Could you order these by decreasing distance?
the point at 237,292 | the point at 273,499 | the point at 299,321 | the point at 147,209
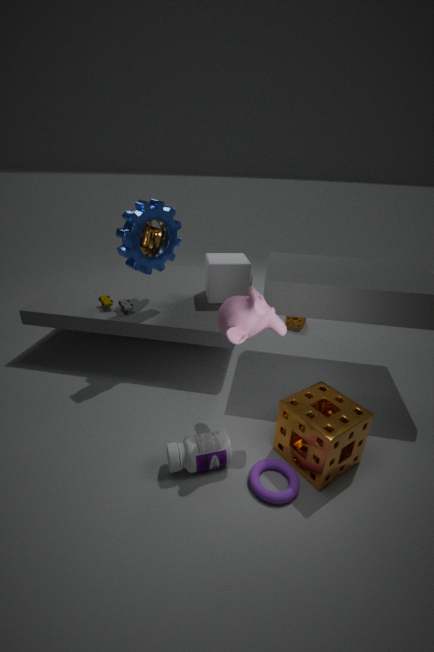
the point at 299,321, the point at 237,292, the point at 147,209, the point at 273,499
